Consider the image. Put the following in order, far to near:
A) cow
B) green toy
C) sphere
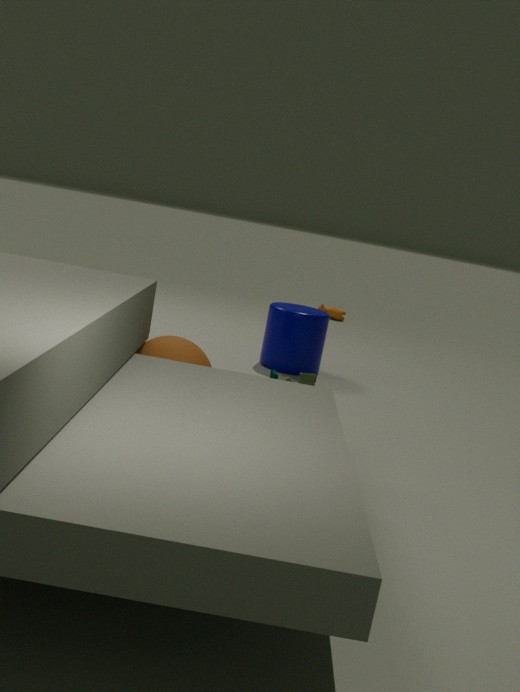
cow → green toy → sphere
